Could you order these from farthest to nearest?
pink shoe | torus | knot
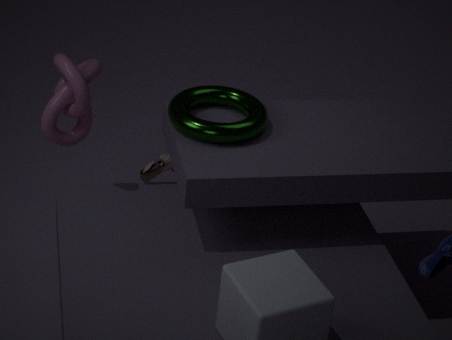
pink shoe
knot
torus
